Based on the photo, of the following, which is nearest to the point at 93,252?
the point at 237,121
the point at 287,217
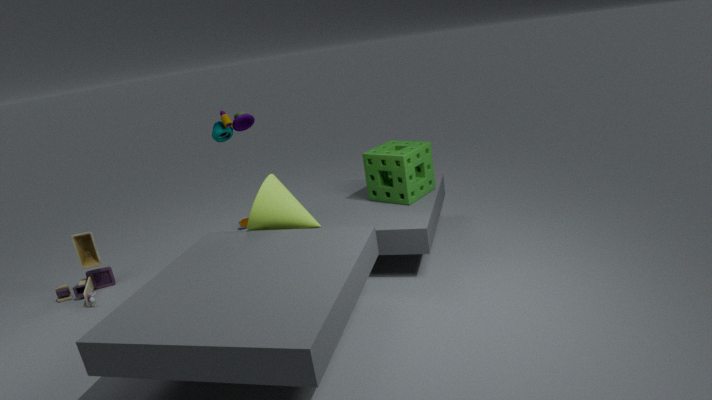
the point at 287,217
